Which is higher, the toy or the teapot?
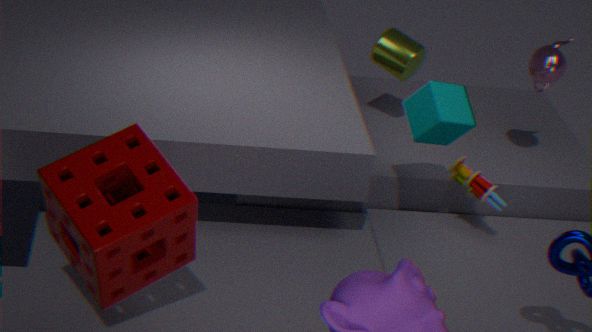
the teapot
